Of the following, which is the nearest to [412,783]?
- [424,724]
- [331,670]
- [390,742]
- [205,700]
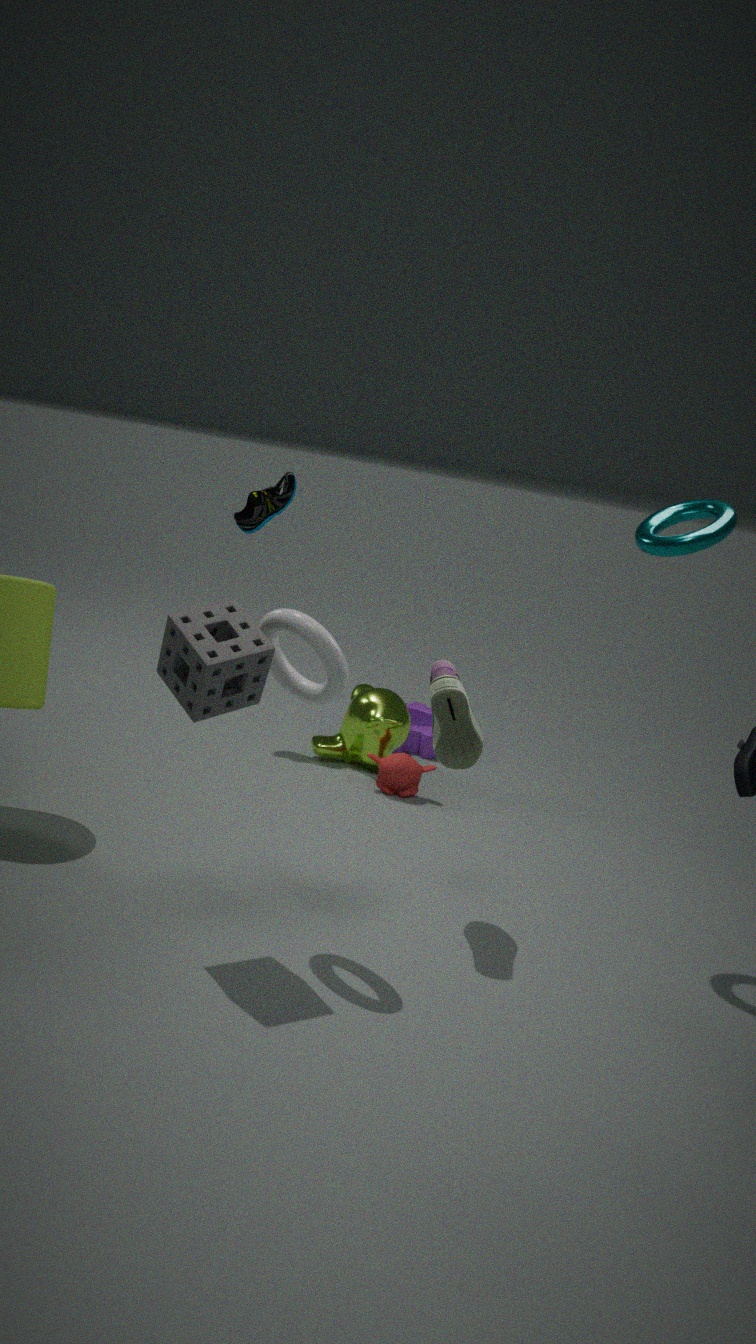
[390,742]
